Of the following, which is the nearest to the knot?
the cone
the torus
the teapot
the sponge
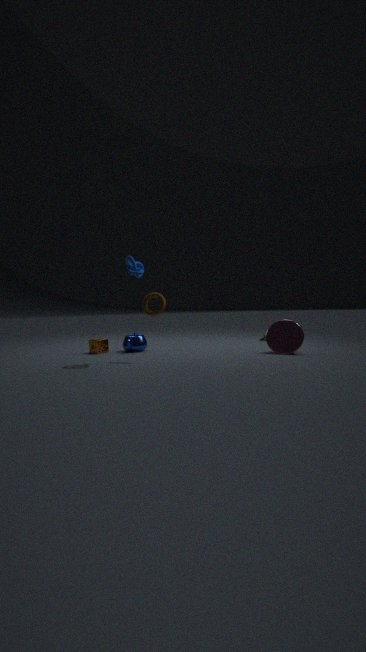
the torus
